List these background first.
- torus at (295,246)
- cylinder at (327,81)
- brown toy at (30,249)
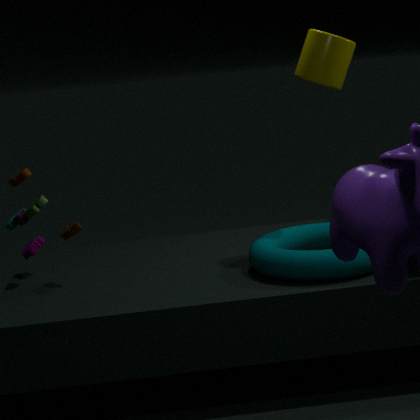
brown toy at (30,249) → cylinder at (327,81) → torus at (295,246)
